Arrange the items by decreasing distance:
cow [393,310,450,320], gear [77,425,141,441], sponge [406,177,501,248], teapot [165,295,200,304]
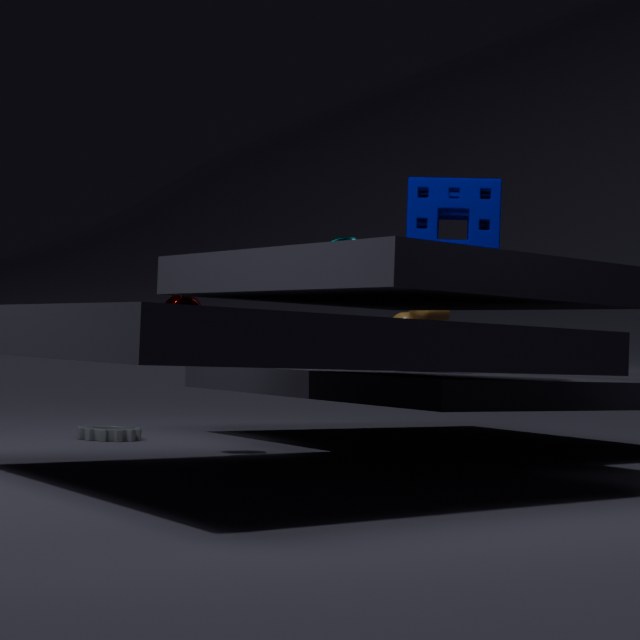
cow [393,310,450,320]
gear [77,425,141,441]
sponge [406,177,501,248]
teapot [165,295,200,304]
